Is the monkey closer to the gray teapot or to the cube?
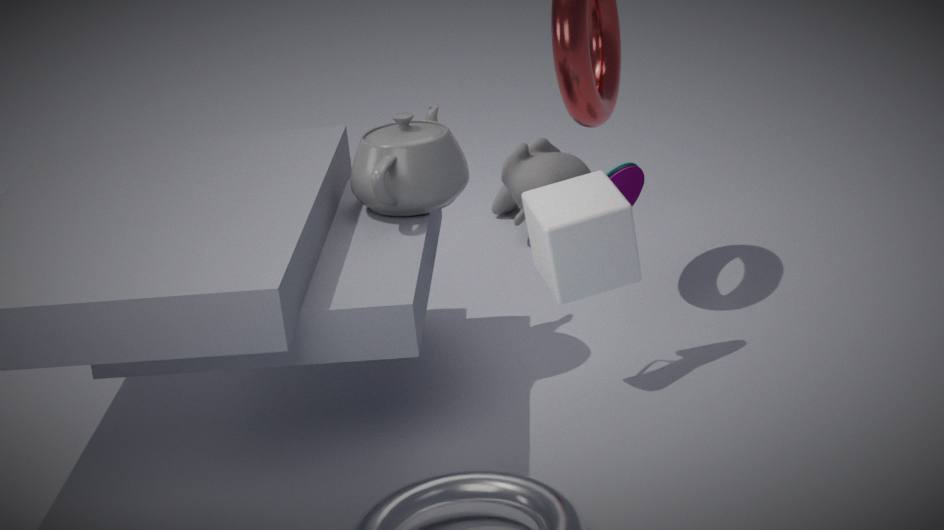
the gray teapot
